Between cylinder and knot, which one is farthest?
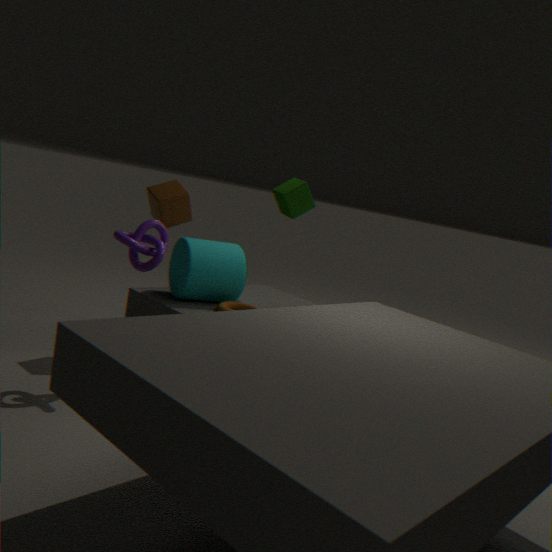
cylinder
